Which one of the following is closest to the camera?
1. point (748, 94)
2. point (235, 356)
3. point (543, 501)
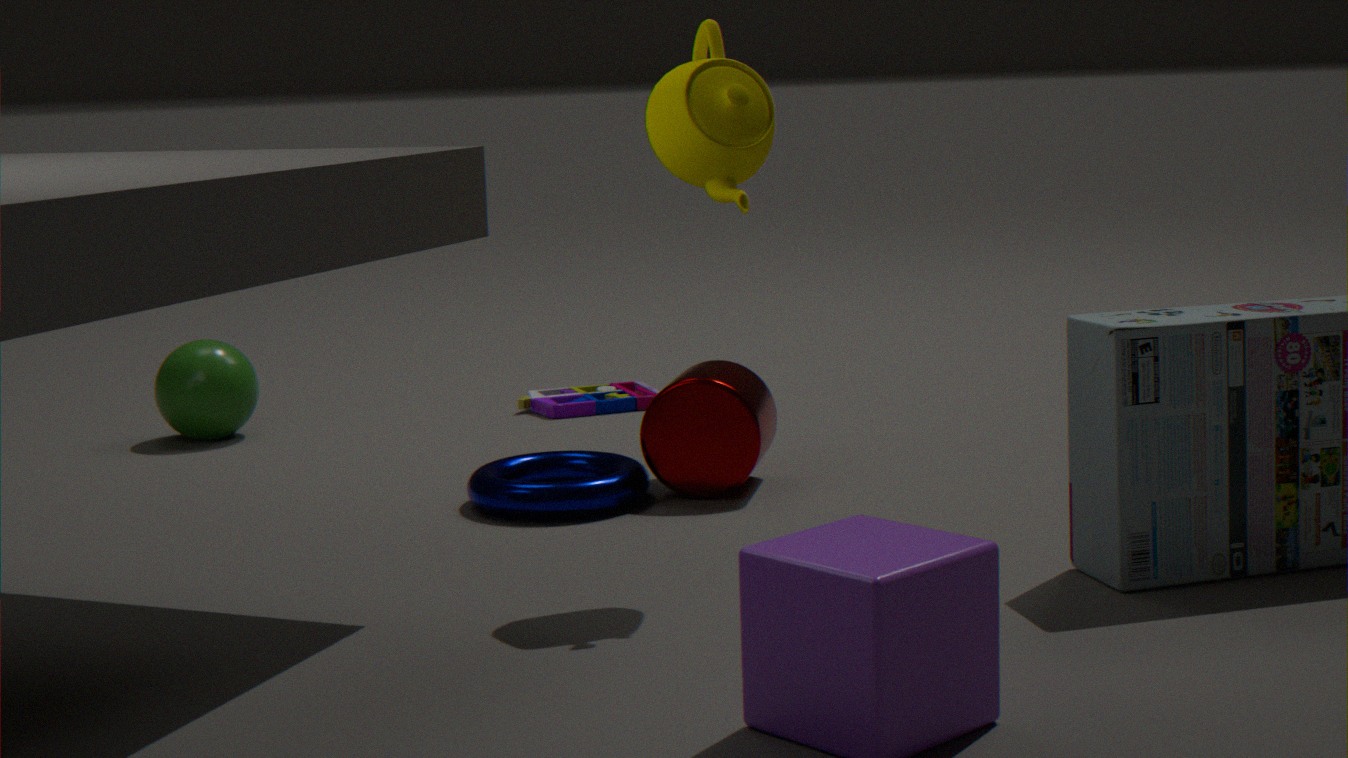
point (748, 94)
